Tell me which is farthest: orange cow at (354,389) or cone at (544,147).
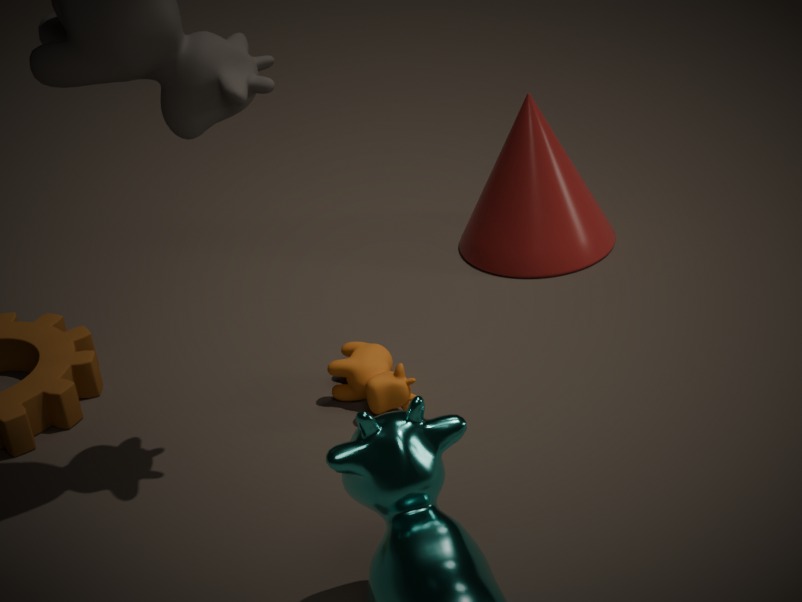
cone at (544,147)
